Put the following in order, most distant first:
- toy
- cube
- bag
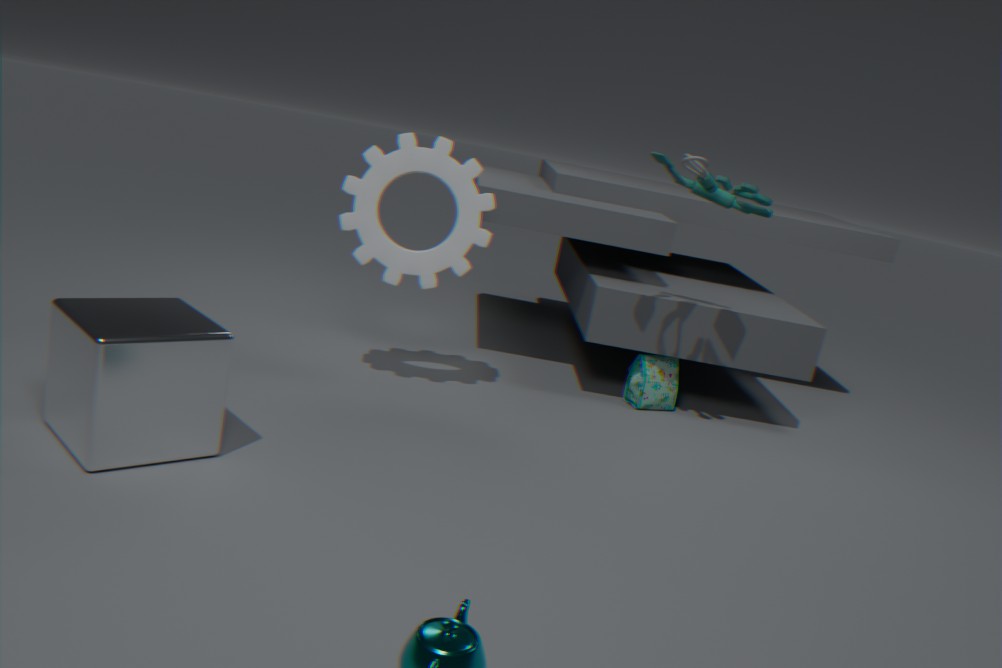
bag → toy → cube
